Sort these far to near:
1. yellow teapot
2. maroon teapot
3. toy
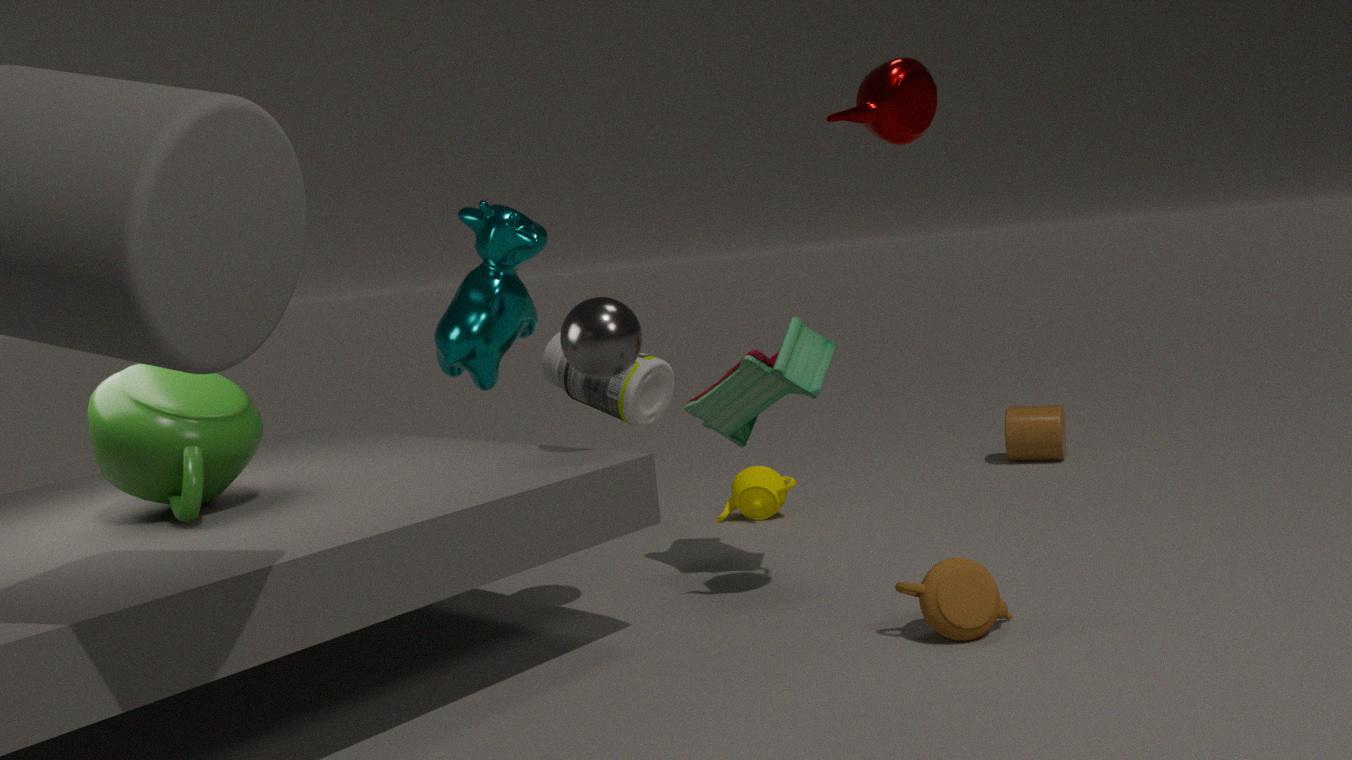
yellow teapot → toy → maroon teapot
